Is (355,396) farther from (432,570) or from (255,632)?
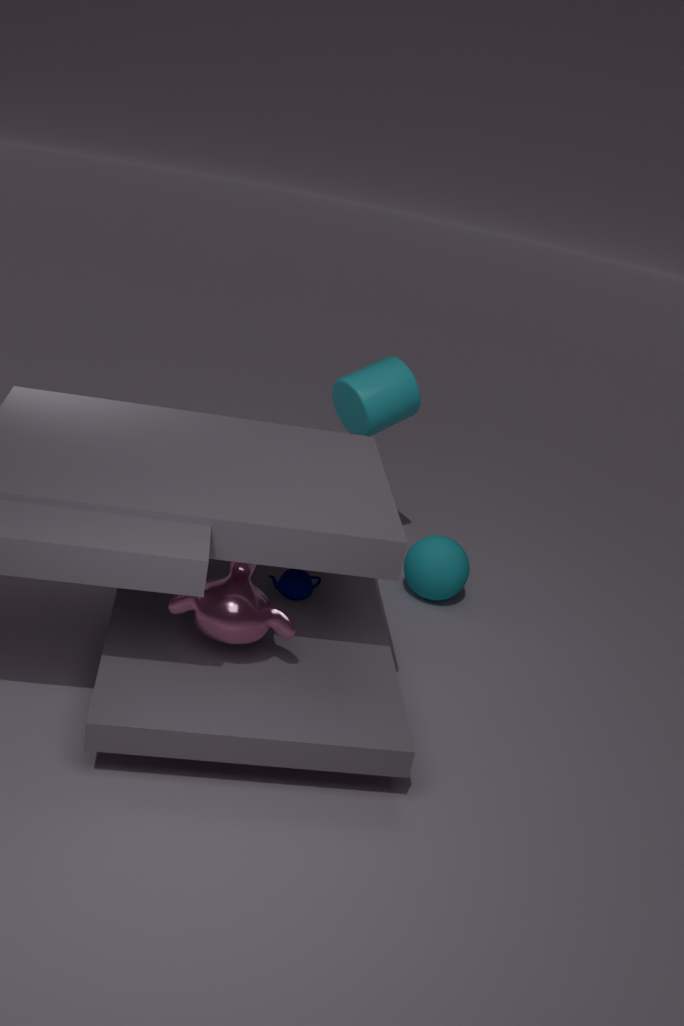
(255,632)
